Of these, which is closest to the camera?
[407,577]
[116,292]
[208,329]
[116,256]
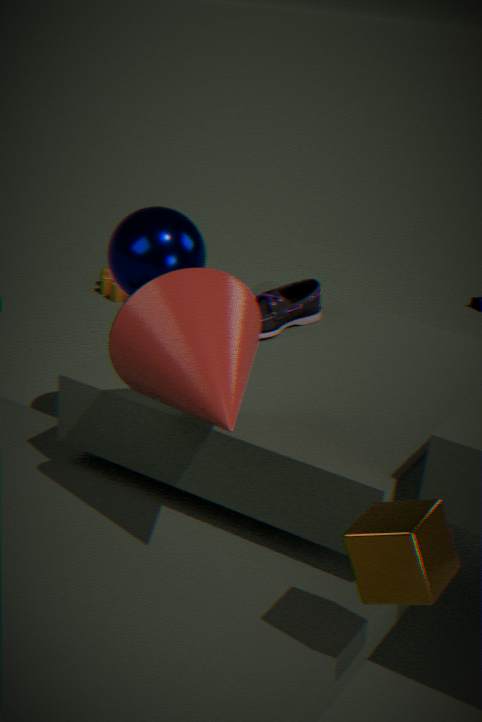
[407,577]
